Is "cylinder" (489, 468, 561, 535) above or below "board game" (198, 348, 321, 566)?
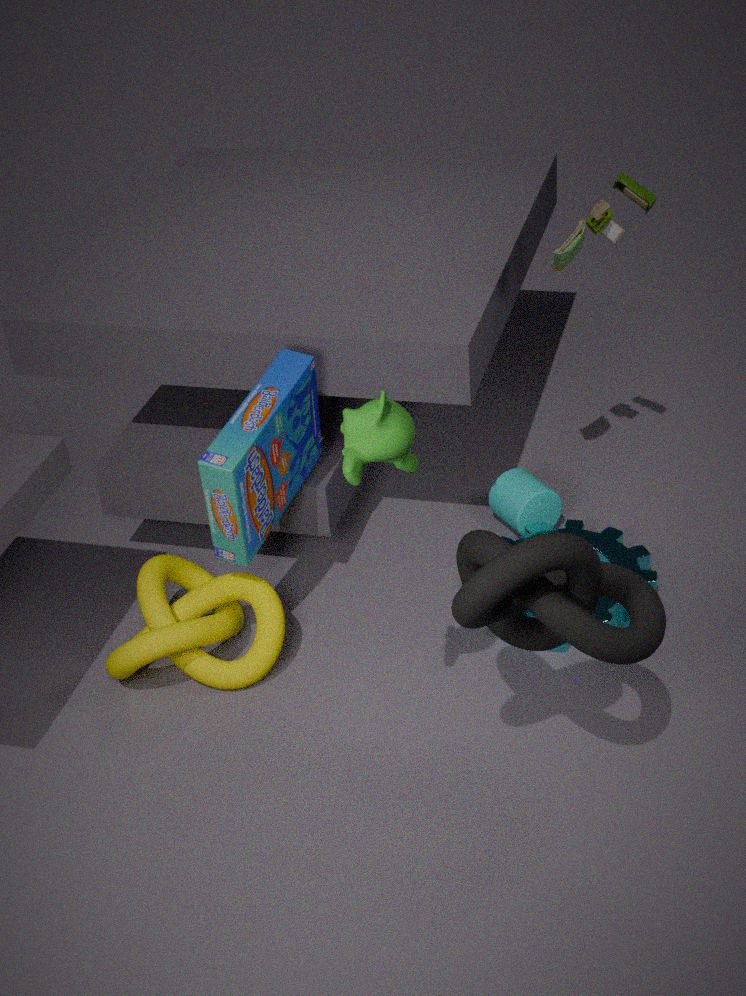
below
